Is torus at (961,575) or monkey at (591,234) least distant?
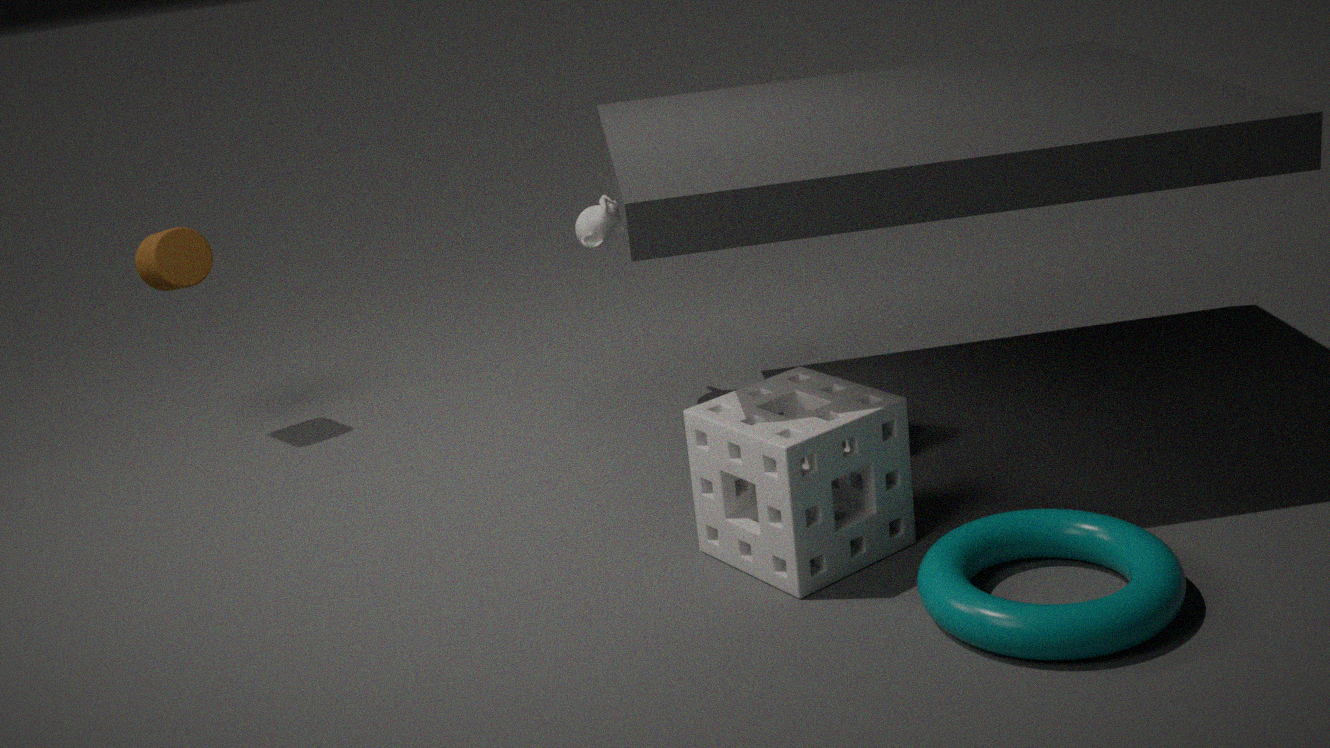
torus at (961,575)
